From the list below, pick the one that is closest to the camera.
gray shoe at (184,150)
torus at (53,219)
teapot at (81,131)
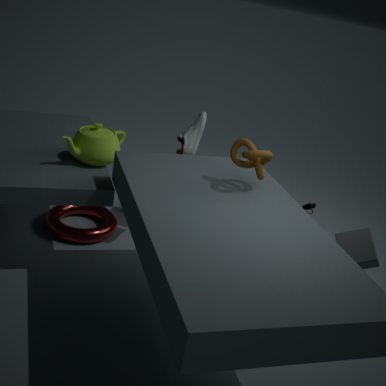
teapot at (81,131)
